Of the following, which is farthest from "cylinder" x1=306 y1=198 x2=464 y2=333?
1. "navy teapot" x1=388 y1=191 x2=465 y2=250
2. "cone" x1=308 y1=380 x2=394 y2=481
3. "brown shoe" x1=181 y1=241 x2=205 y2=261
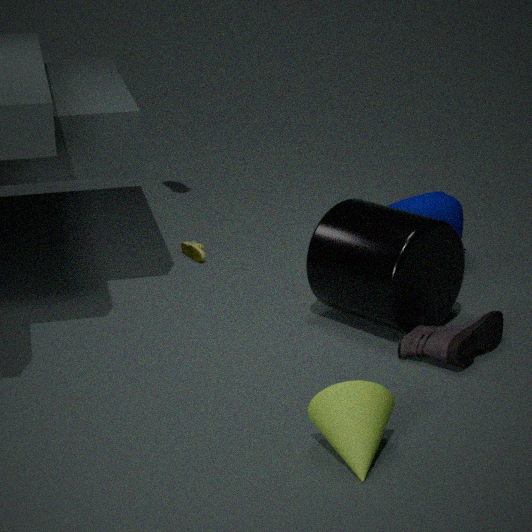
"brown shoe" x1=181 y1=241 x2=205 y2=261
